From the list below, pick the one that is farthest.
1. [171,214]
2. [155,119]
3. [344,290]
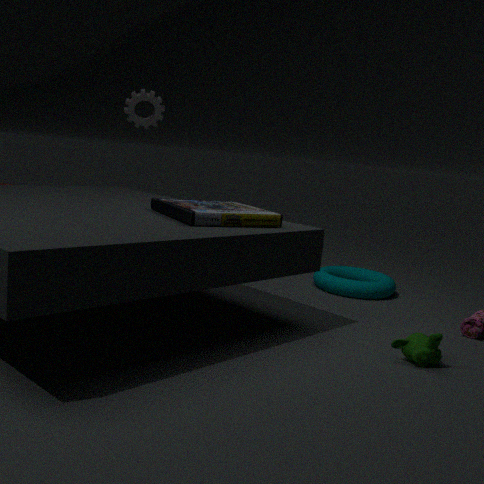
[155,119]
